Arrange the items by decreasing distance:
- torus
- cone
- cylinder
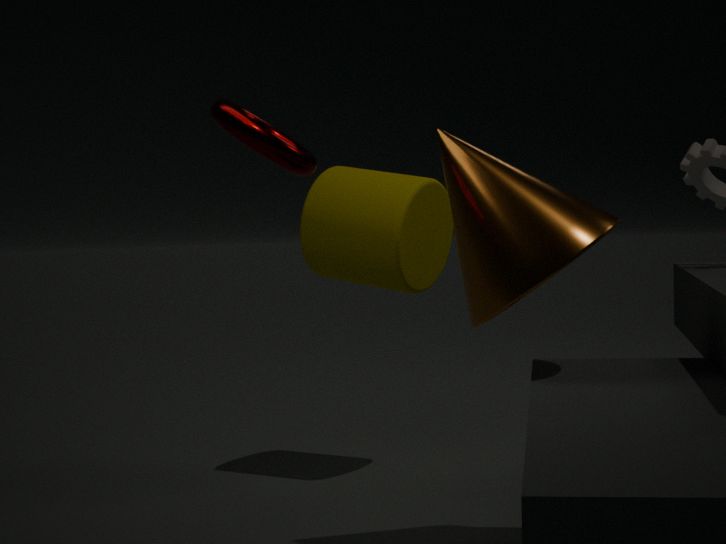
cylinder < cone < torus
